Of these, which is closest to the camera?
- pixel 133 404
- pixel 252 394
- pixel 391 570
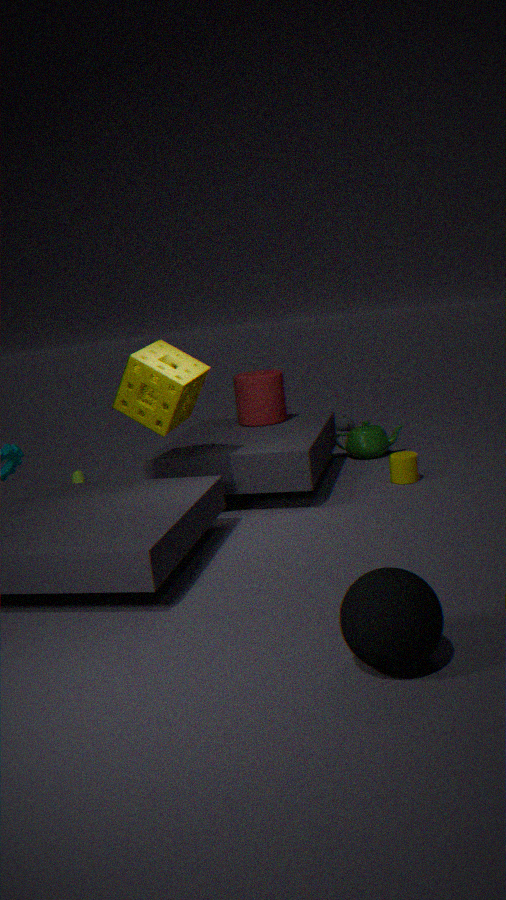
pixel 391 570
